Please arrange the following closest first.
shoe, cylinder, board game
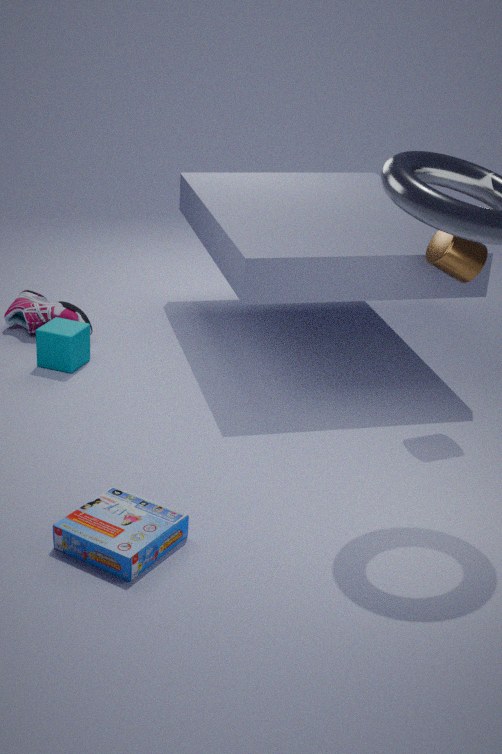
board game → cylinder → shoe
